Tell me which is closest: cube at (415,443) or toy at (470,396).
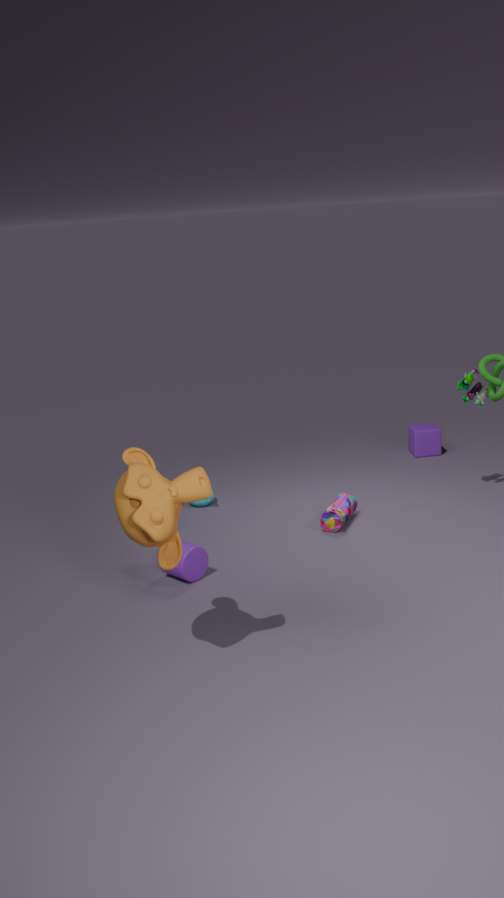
toy at (470,396)
